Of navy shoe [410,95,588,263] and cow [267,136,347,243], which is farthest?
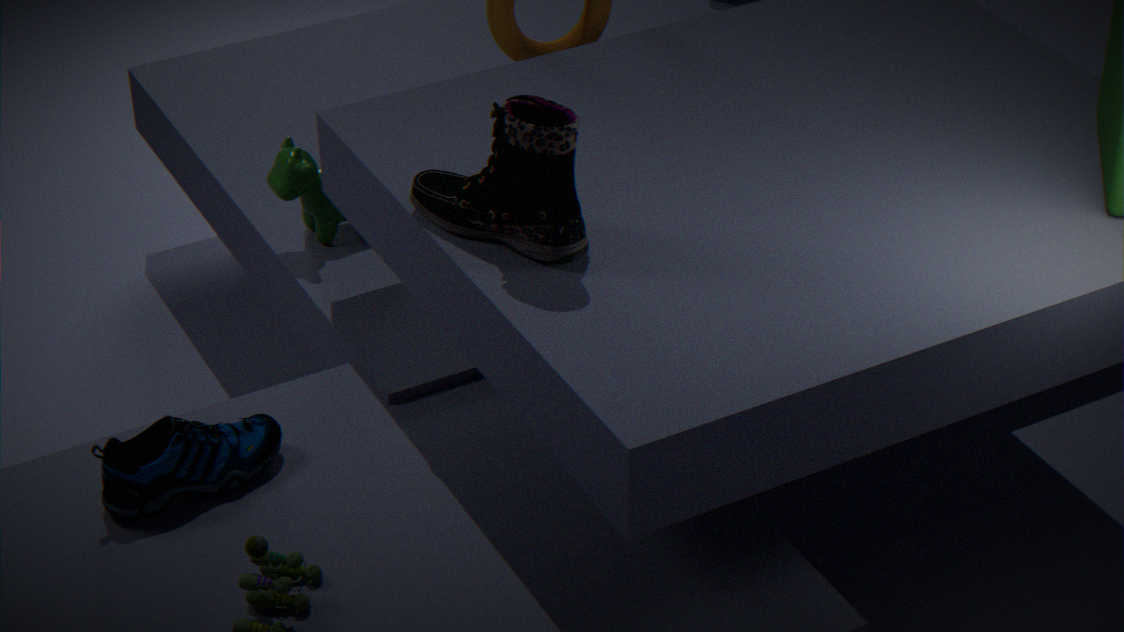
cow [267,136,347,243]
